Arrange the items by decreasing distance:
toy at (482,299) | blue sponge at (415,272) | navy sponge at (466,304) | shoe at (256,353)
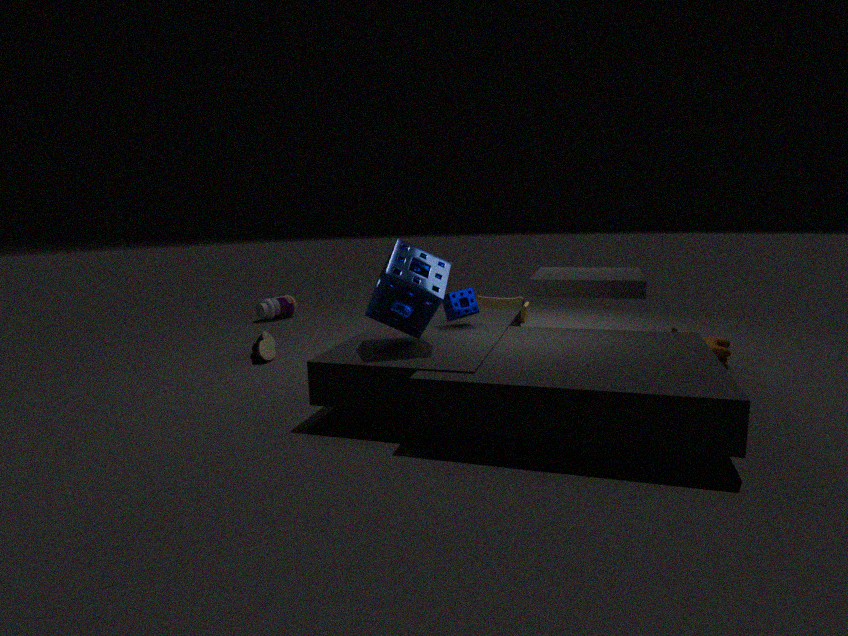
toy at (482,299)
shoe at (256,353)
navy sponge at (466,304)
blue sponge at (415,272)
